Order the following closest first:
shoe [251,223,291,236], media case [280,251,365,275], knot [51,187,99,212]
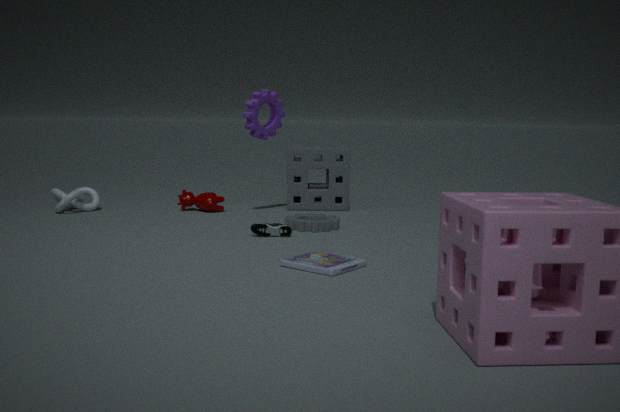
media case [280,251,365,275]
shoe [251,223,291,236]
knot [51,187,99,212]
